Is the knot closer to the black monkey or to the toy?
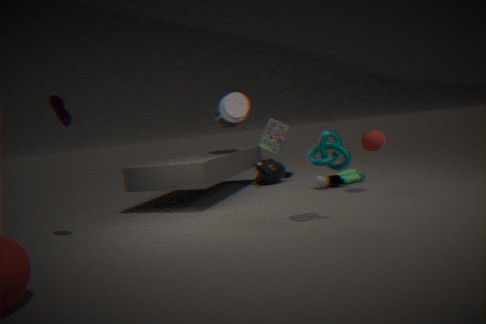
the toy
